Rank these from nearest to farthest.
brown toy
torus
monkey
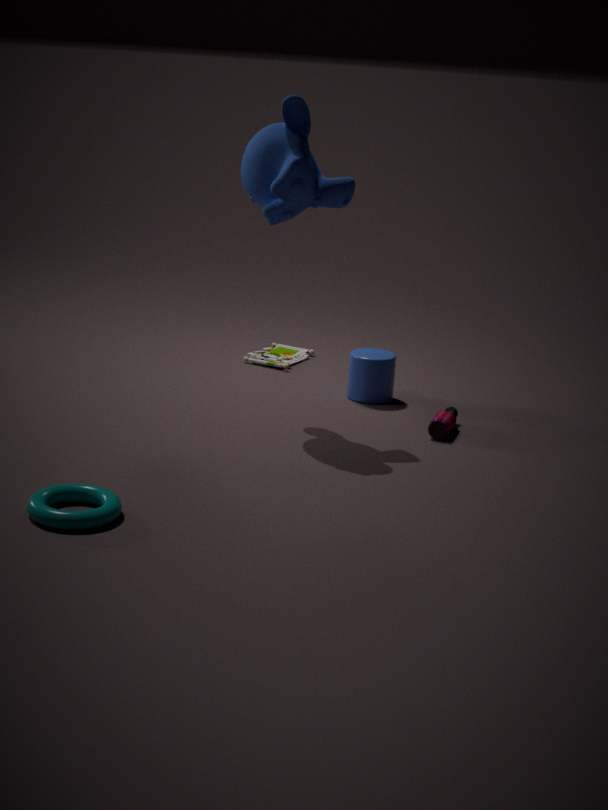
torus < monkey < brown toy
